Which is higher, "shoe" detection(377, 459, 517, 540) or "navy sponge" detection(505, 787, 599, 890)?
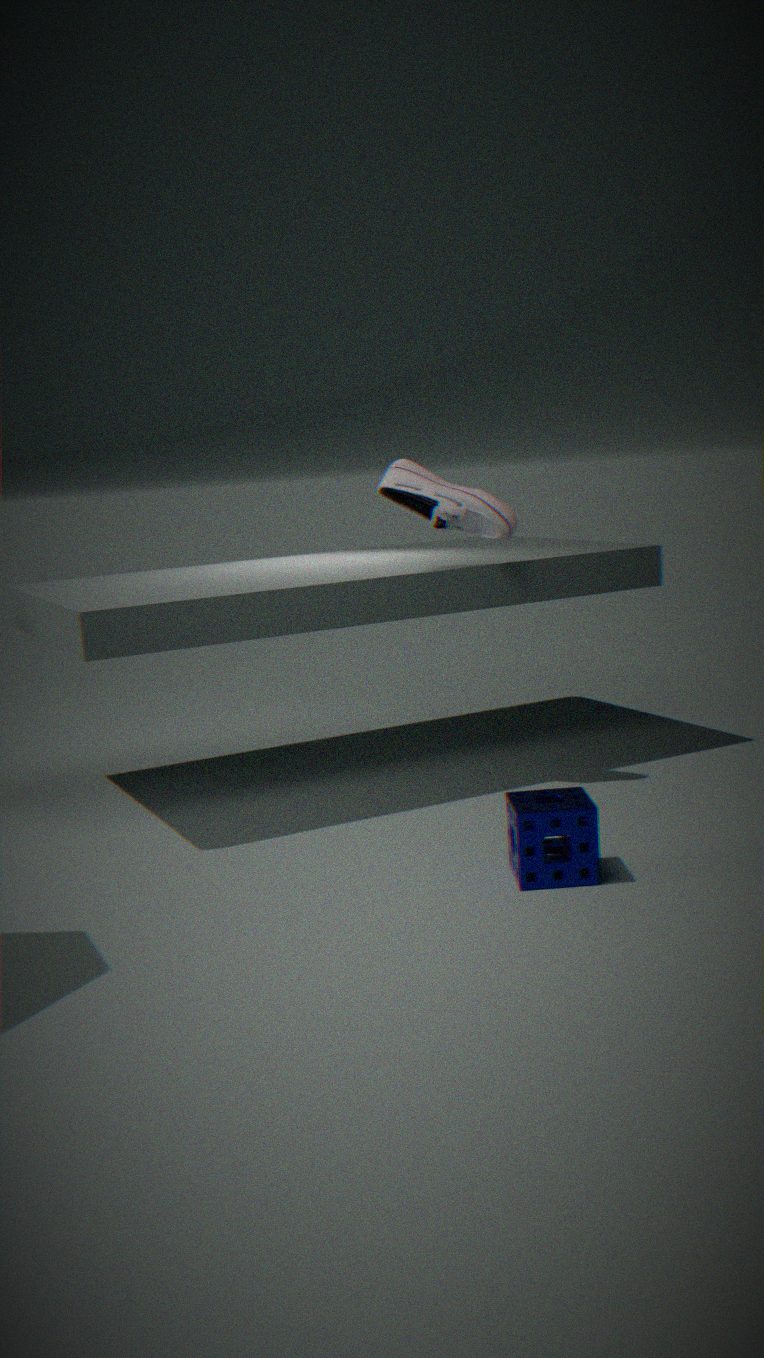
"shoe" detection(377, 459, 517, 540)
